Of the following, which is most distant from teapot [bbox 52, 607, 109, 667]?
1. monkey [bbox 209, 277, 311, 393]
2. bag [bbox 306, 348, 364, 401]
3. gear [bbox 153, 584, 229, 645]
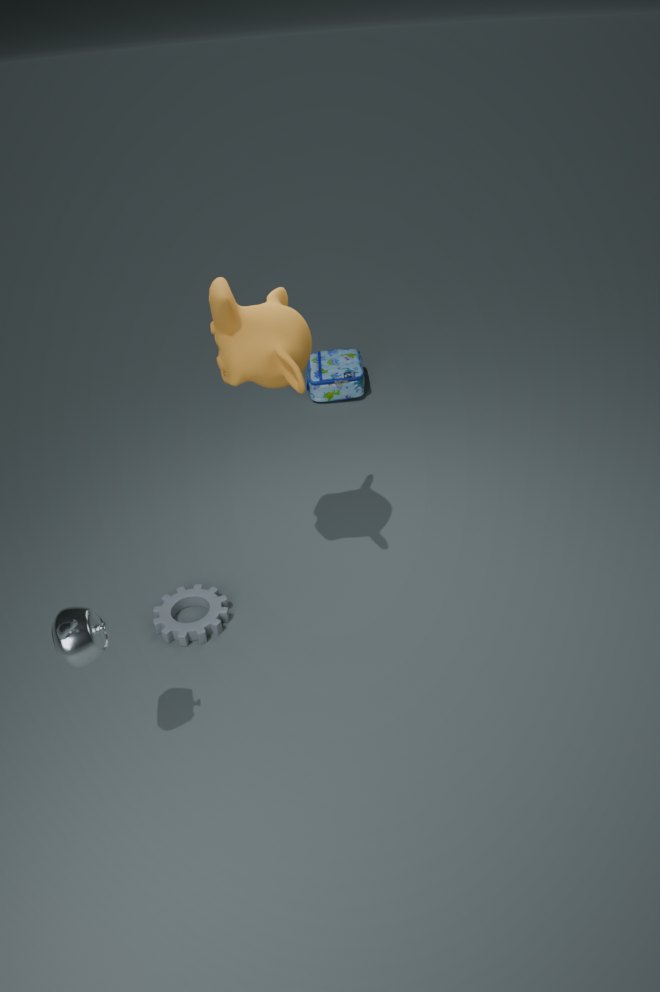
bag [bbox 306, 348, 364, 401]
